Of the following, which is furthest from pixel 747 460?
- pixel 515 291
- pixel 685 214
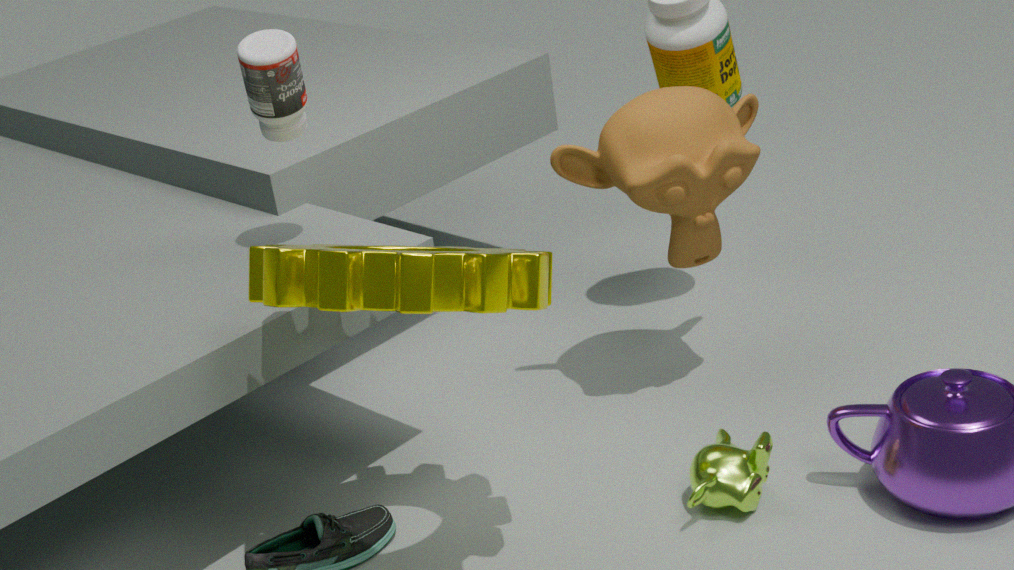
pixel 515 291
